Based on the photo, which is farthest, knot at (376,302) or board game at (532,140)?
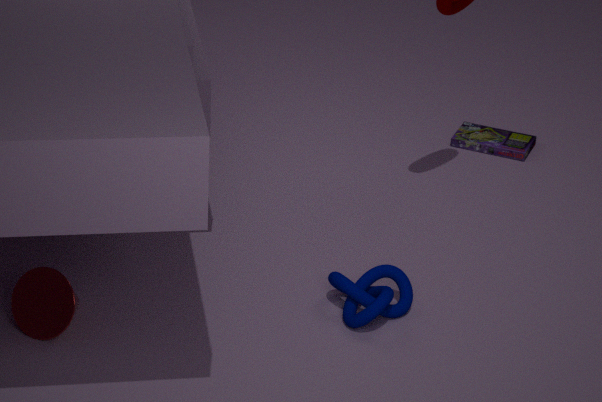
board game at (532,140)
